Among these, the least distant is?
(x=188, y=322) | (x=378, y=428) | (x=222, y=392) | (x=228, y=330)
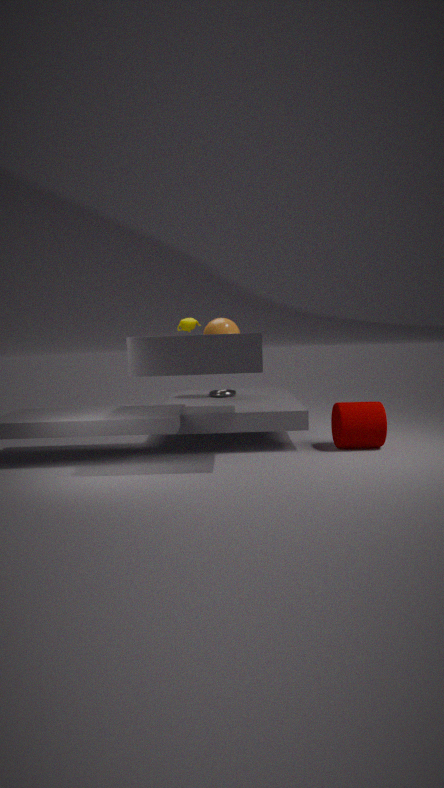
(x=378, y=428)
